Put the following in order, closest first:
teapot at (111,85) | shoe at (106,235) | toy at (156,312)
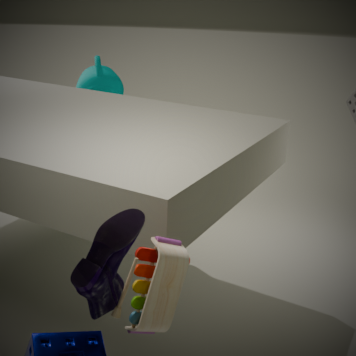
shoe at (106,235) < toy at (156,312) < teapot at (111,85)
